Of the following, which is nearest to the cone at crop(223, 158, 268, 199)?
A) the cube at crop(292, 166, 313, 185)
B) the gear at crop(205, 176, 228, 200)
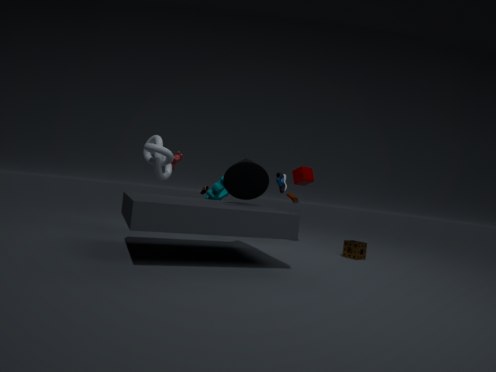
the gear at crop(205, 176, 228, 200)
